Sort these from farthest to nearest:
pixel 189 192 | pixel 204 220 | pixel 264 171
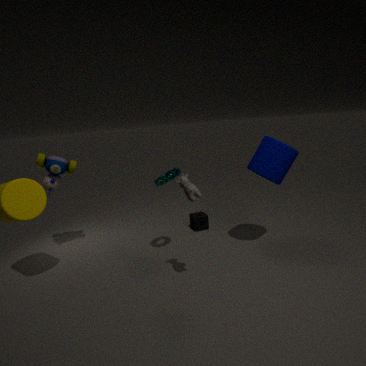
pixel 204 220 < pixel 264 171 < pixel 189 192
